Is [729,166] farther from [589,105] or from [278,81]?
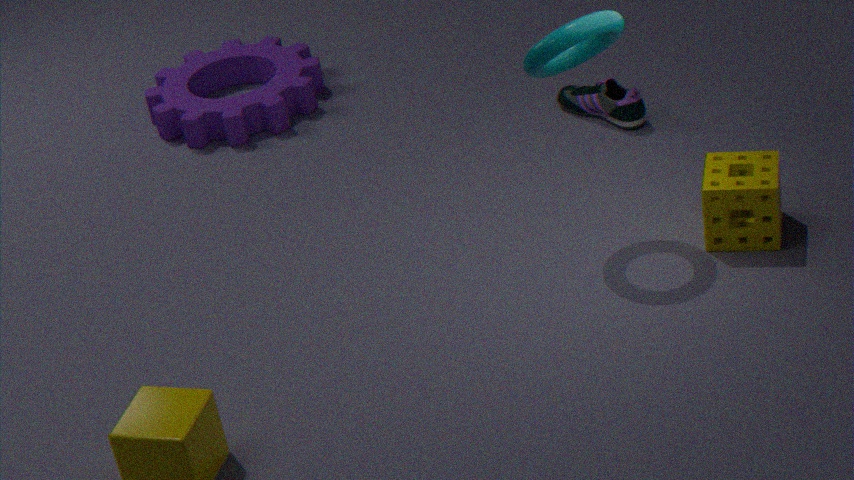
[278,81]
